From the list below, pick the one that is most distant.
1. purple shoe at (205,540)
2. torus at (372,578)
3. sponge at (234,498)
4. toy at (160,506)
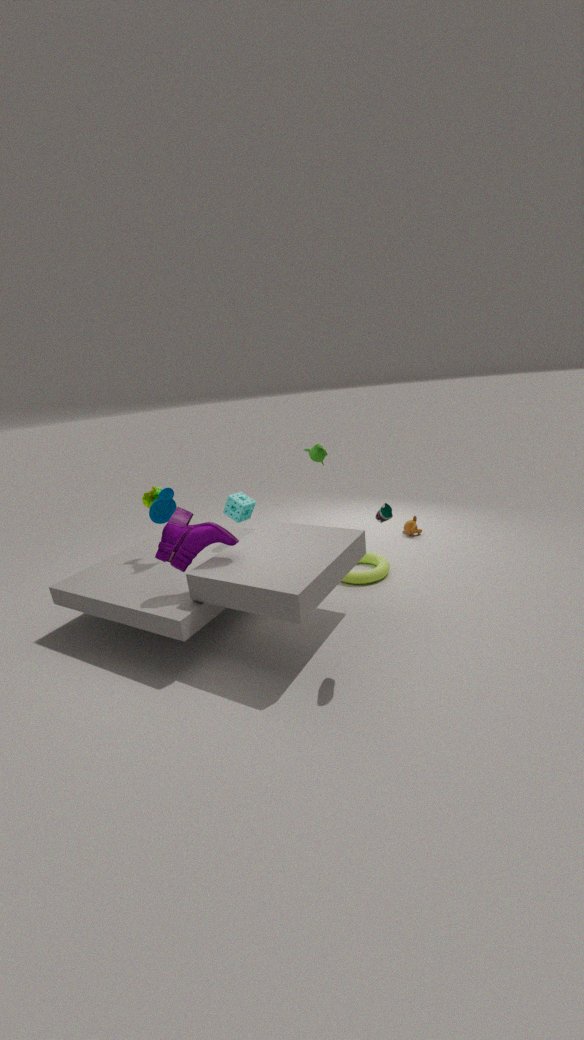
torus at (372,578)
